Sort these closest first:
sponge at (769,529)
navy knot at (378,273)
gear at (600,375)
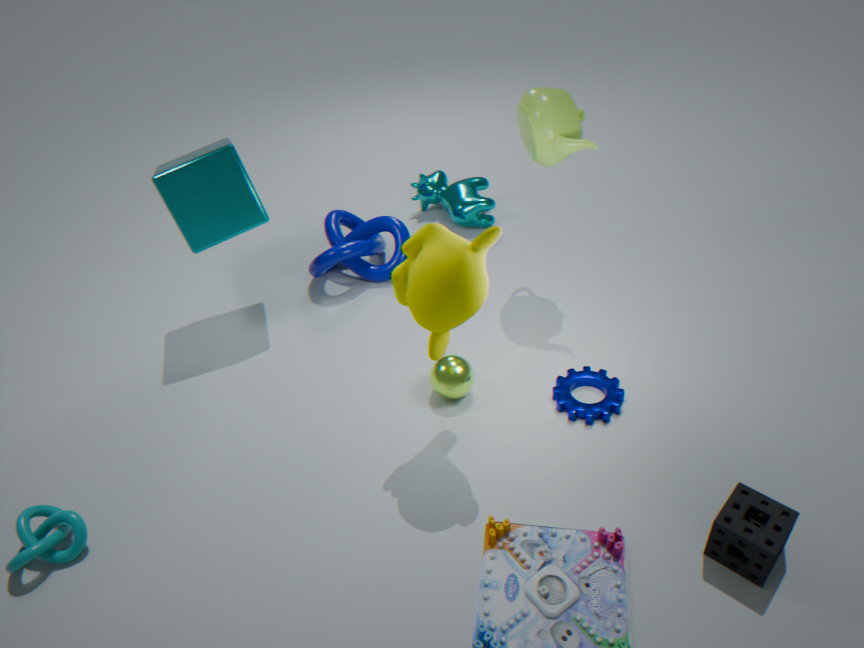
sponge at (769,529) < gear at (600,375) < navy knot at (378,273)
